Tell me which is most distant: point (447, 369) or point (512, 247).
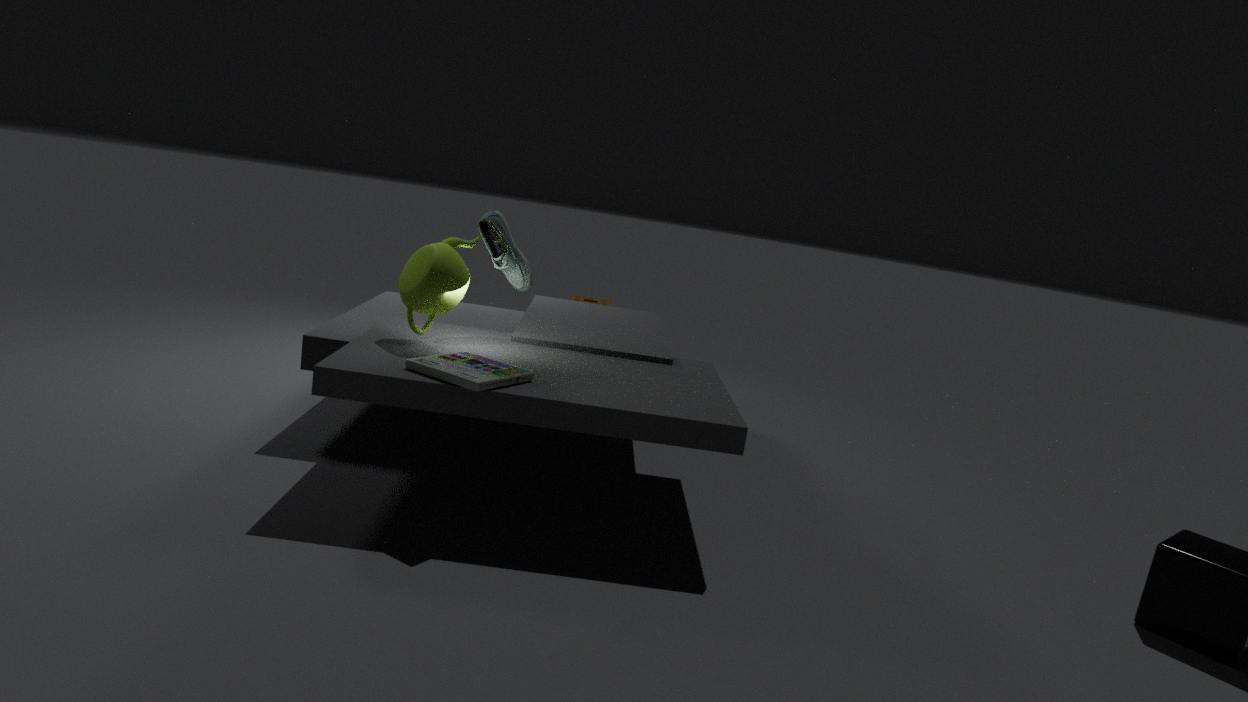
point (512, 247)
